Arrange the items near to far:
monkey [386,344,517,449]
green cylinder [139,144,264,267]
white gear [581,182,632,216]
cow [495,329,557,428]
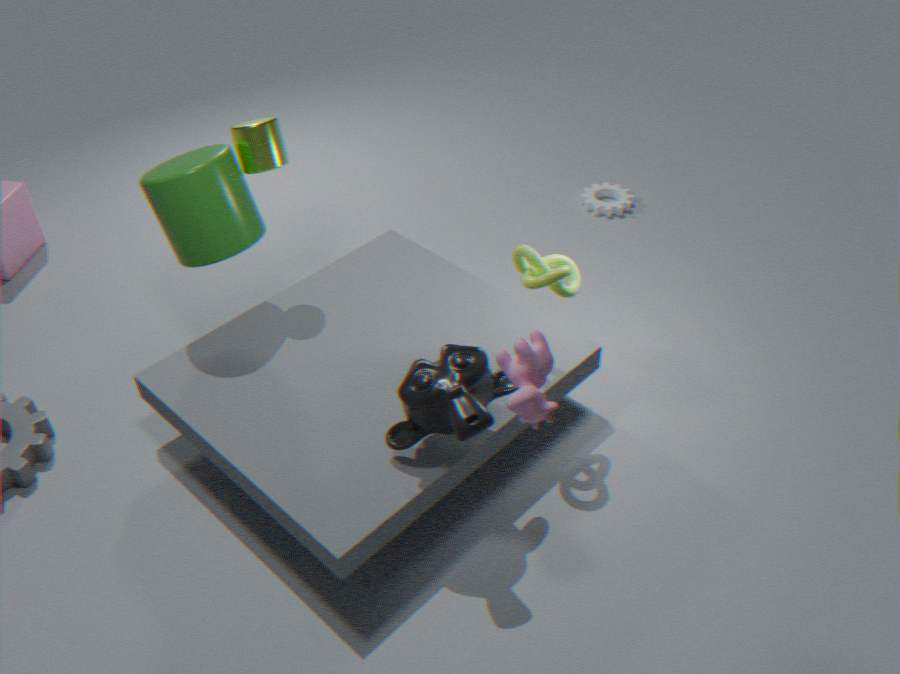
cow [495,329,557,428] < monkey [386,344,517,449] < green cylinder [139,144,264,267] < white gear [581,182,632,216]
